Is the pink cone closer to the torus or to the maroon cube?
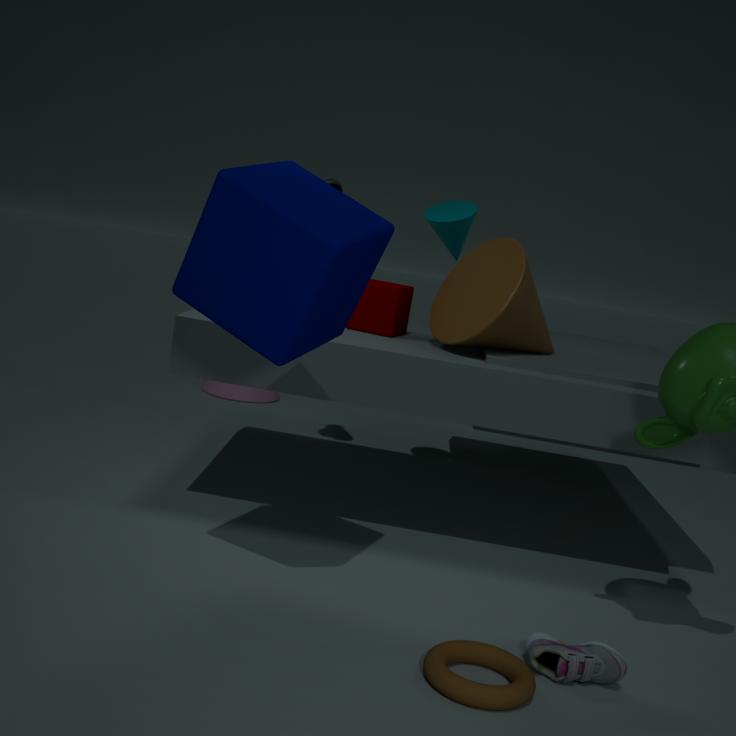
the maroon cube
